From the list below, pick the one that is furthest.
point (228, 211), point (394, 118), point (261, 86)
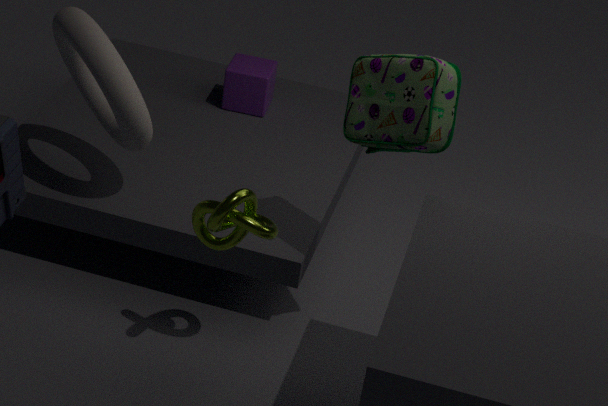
point (261, 86)
